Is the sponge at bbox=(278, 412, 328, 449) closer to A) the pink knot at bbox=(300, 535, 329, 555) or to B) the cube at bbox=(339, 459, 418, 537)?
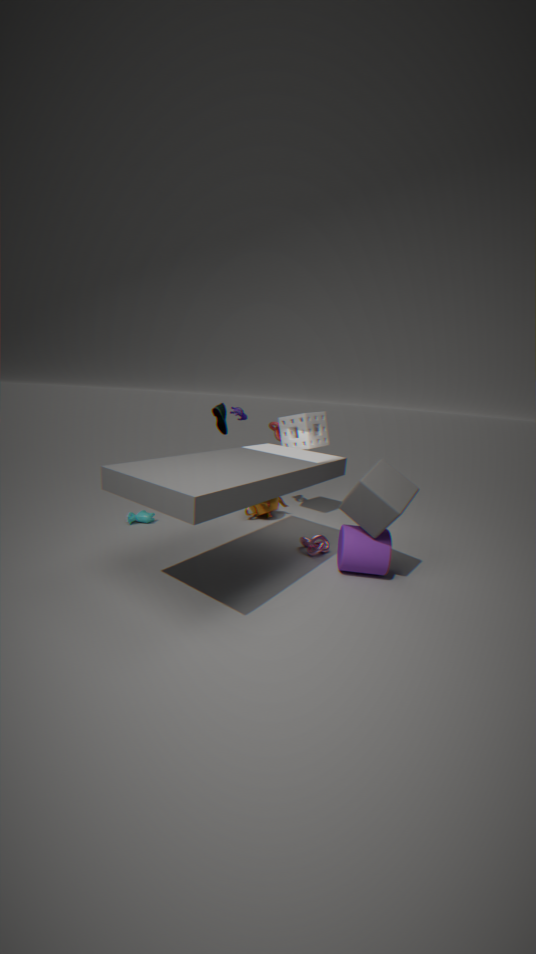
B) the cube at bbox=(339, 459, 418, 537)
